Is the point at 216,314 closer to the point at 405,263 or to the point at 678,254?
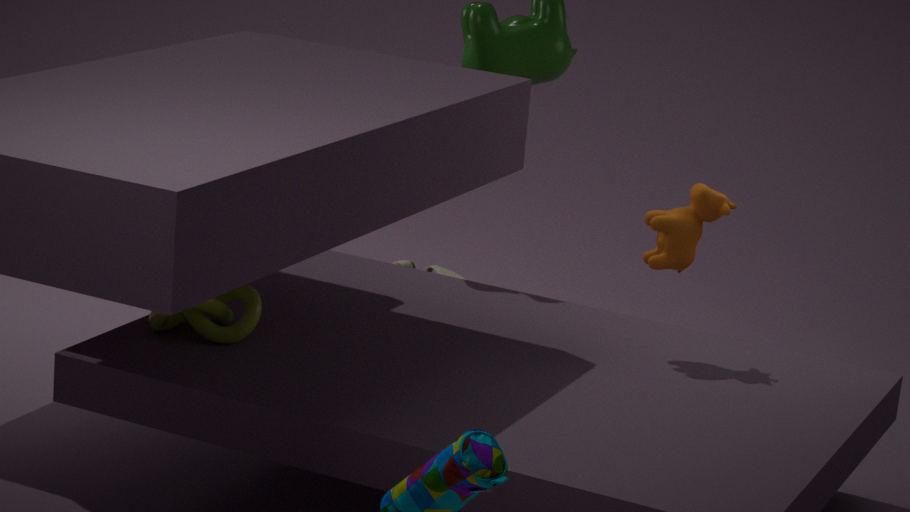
the point at 678,254
